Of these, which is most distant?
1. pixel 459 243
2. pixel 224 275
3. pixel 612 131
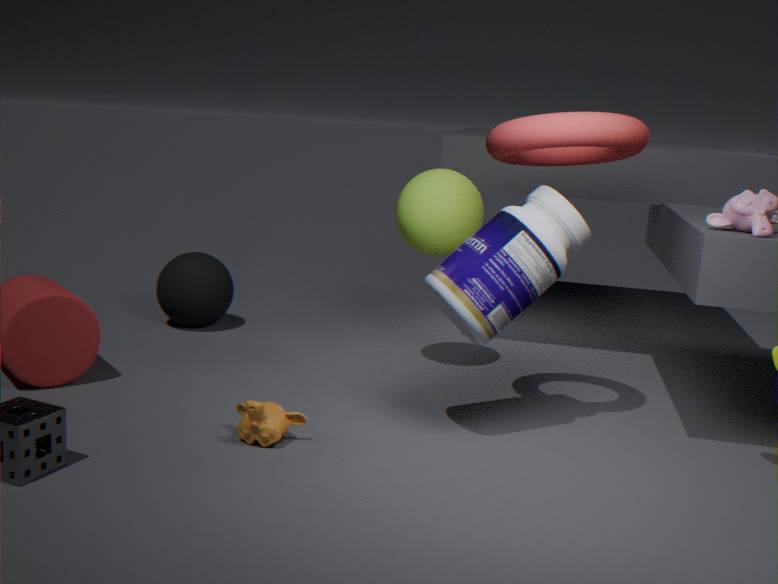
pixel 224 275
